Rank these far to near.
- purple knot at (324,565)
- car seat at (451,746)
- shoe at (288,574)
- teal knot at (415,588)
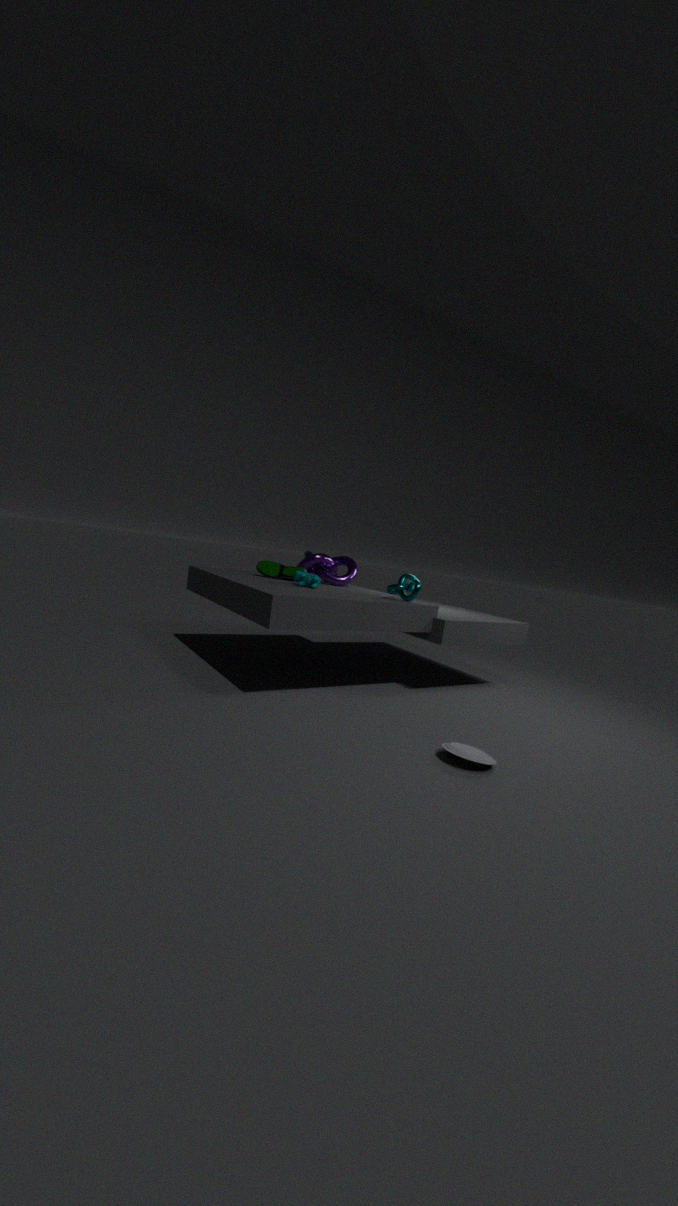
purple knot at (324,565), shoe at (288,574), teal knot at (415,588), car seat at (451,746)
